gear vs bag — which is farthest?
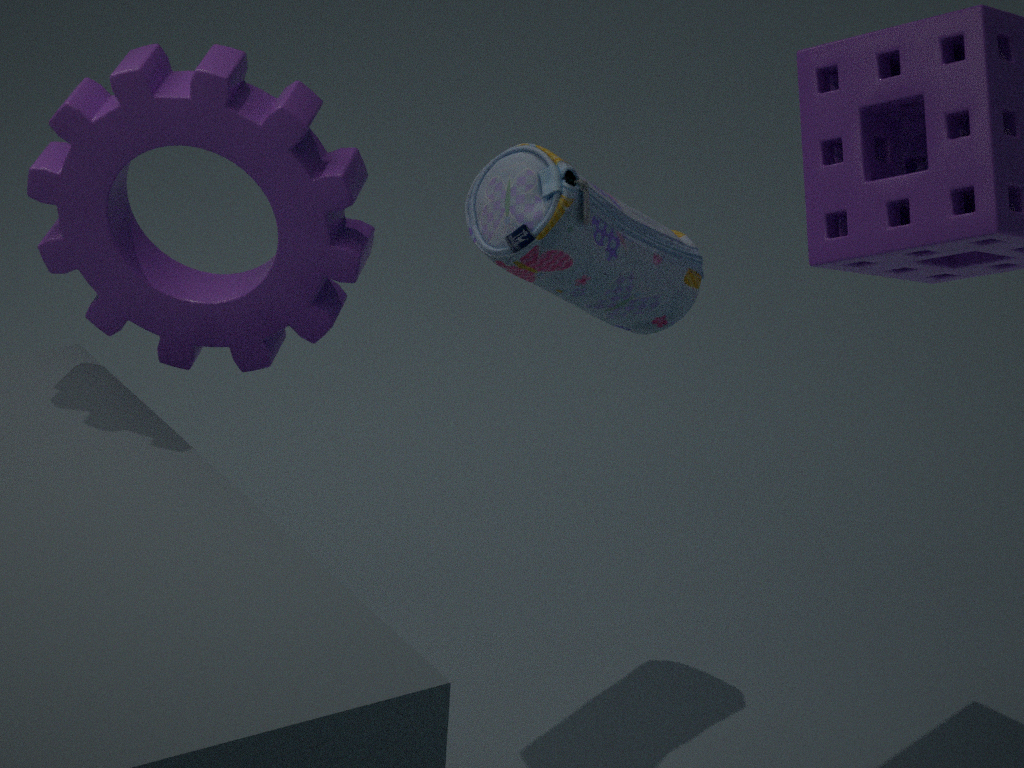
bag
